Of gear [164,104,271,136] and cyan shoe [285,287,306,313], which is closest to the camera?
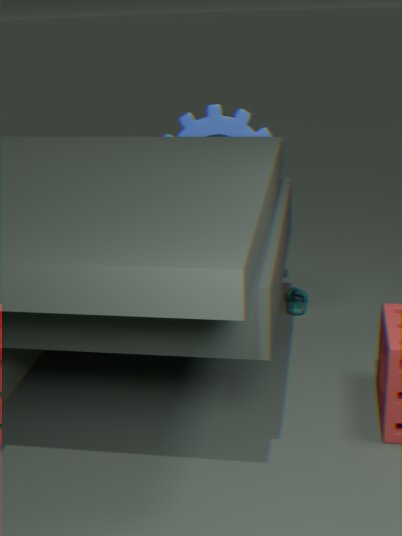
gear [164,104,271,136]
